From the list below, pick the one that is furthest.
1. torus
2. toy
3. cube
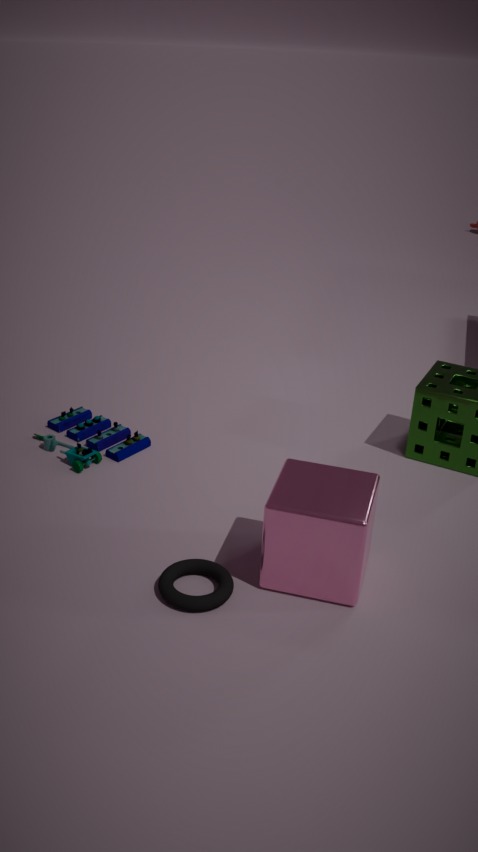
toy
